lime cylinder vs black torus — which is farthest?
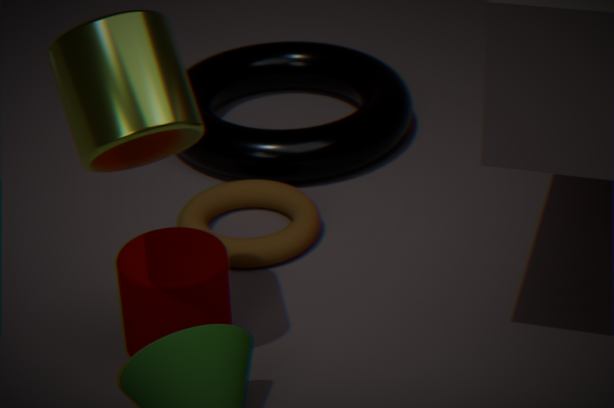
black torus
